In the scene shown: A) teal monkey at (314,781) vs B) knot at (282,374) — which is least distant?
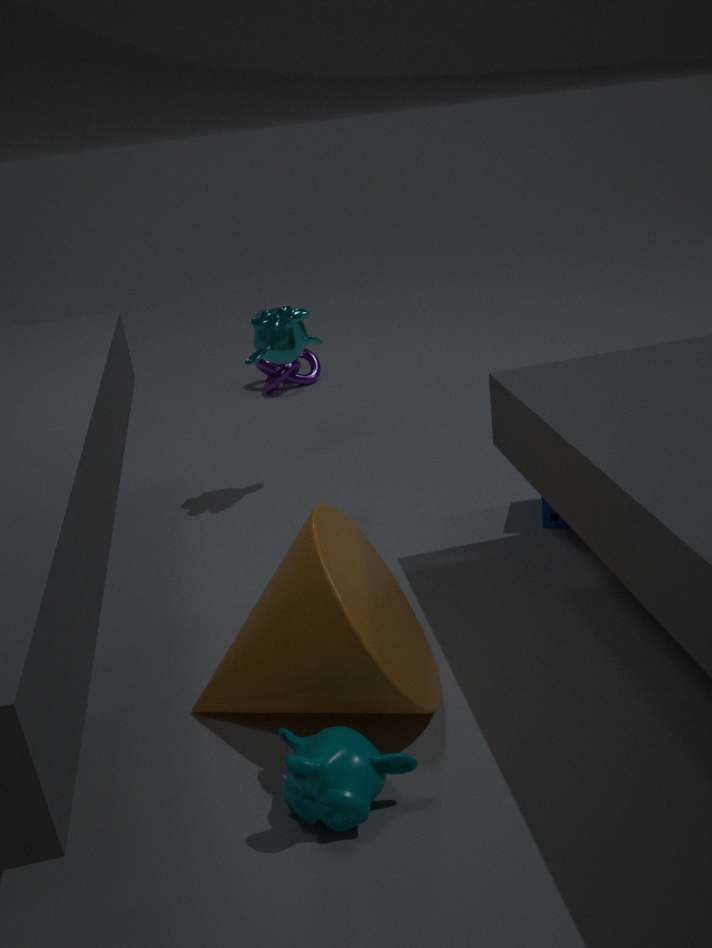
A. teal monkey at (314,781)
